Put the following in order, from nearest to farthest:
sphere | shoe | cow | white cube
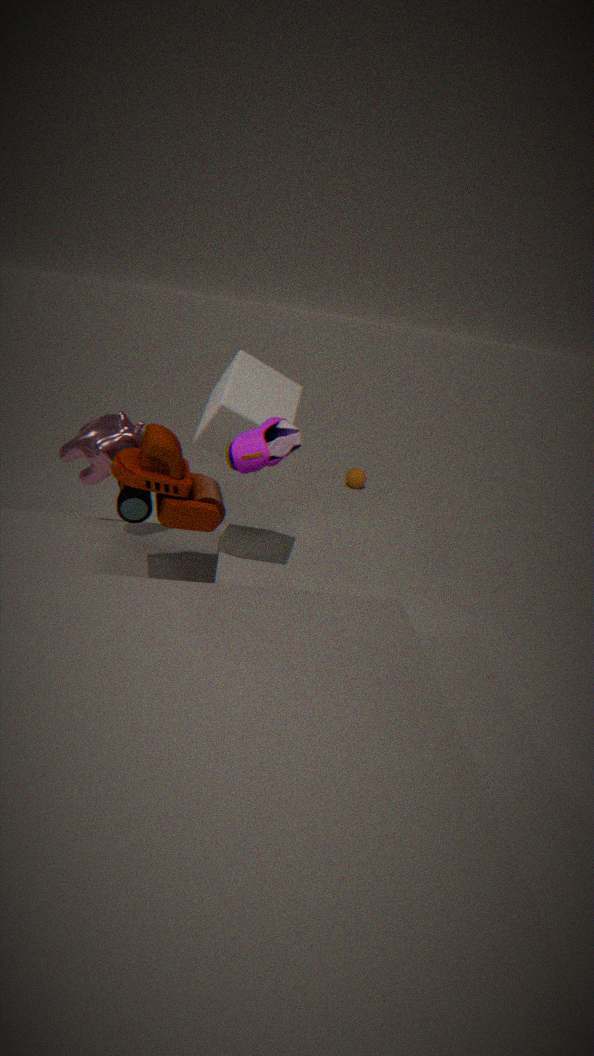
shoe < cow < white cube < sphere
